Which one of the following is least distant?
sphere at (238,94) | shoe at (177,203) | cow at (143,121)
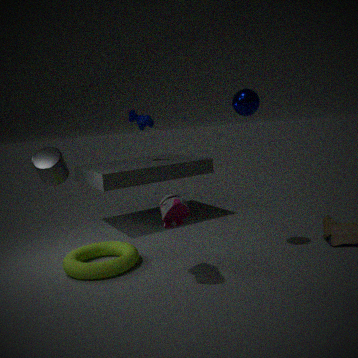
shoe at (177,203)
